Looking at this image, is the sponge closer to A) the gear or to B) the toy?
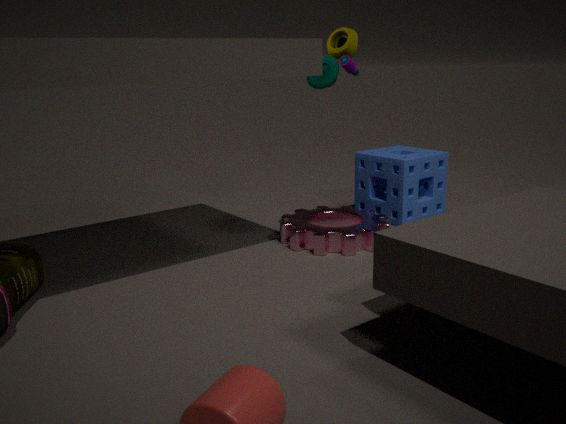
A) the gear
